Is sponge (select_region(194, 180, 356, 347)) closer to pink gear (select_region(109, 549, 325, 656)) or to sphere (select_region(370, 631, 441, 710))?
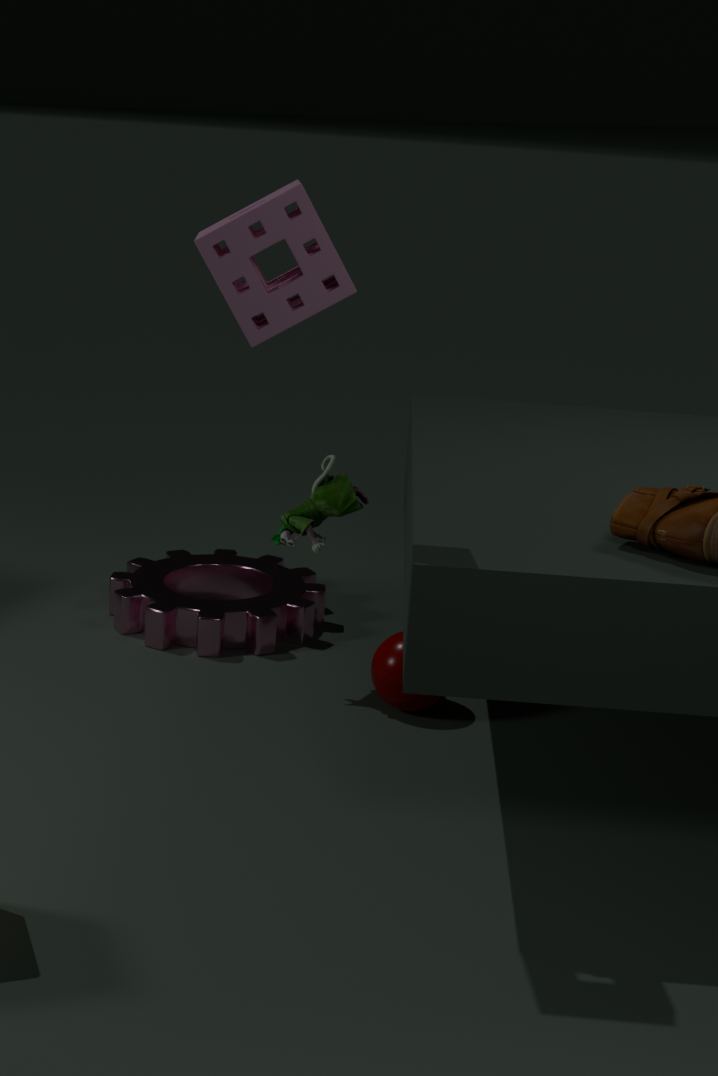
sphere (select_region(370, 631, 441, 710))
